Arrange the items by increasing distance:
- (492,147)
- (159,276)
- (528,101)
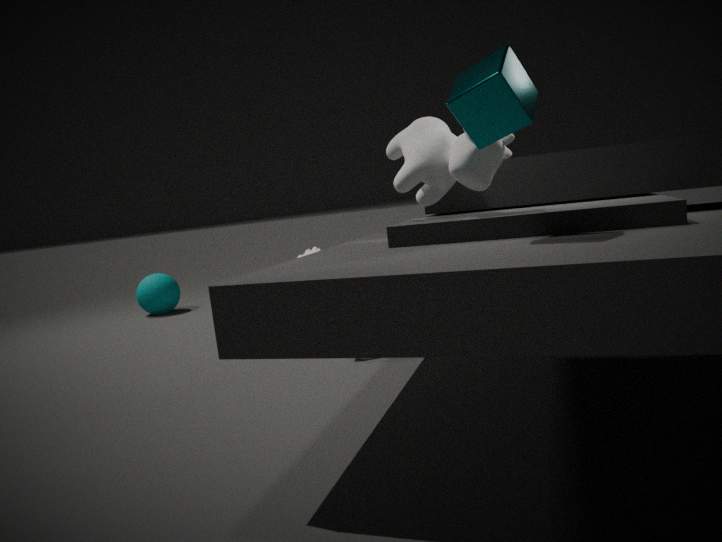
1. (528,101)
2. (492,147)
3. (159,276)
